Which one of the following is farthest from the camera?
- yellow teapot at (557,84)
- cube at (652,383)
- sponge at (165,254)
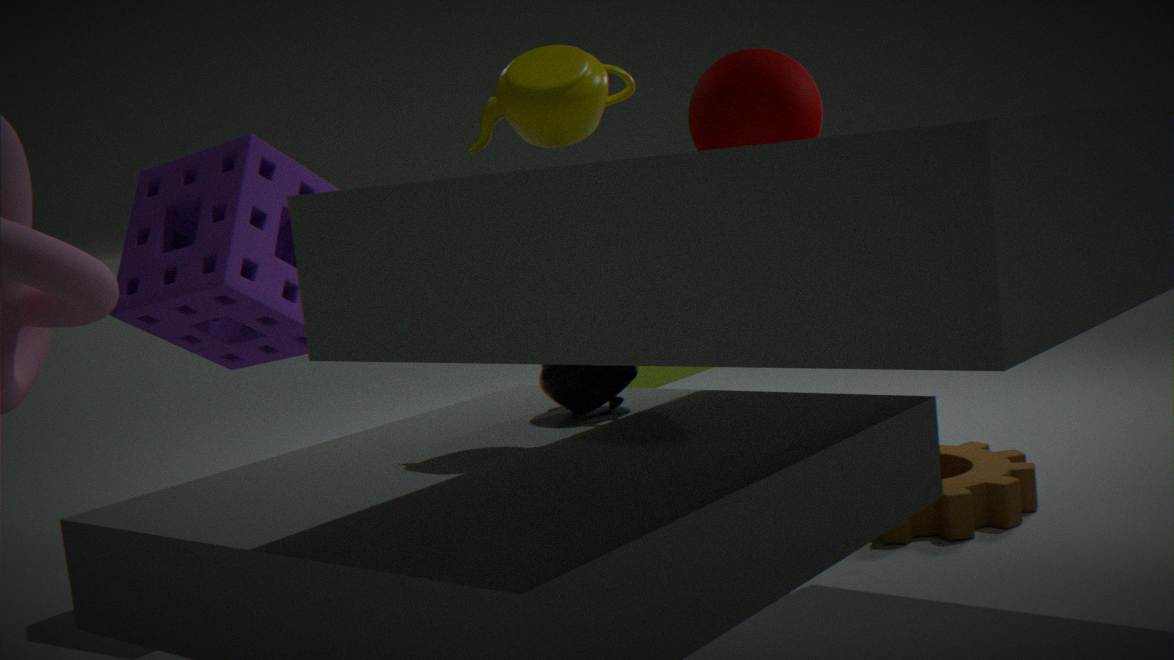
cube at (652,383)
